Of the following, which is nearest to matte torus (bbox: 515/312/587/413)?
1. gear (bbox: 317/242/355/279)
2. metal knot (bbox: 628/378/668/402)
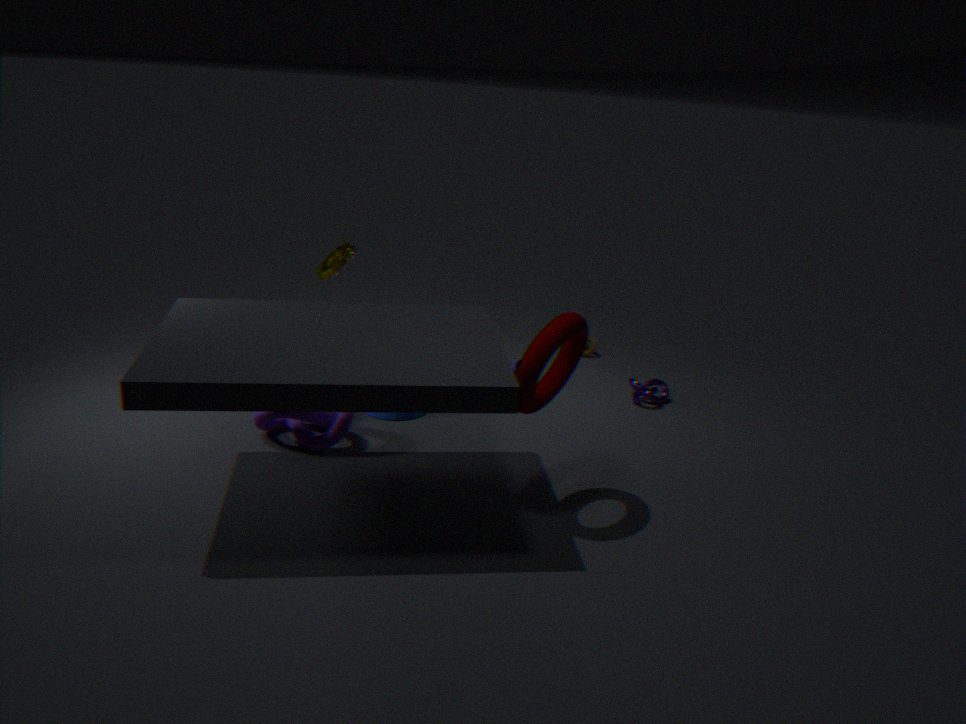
metal knot (bbox: 628/378/668/402)
